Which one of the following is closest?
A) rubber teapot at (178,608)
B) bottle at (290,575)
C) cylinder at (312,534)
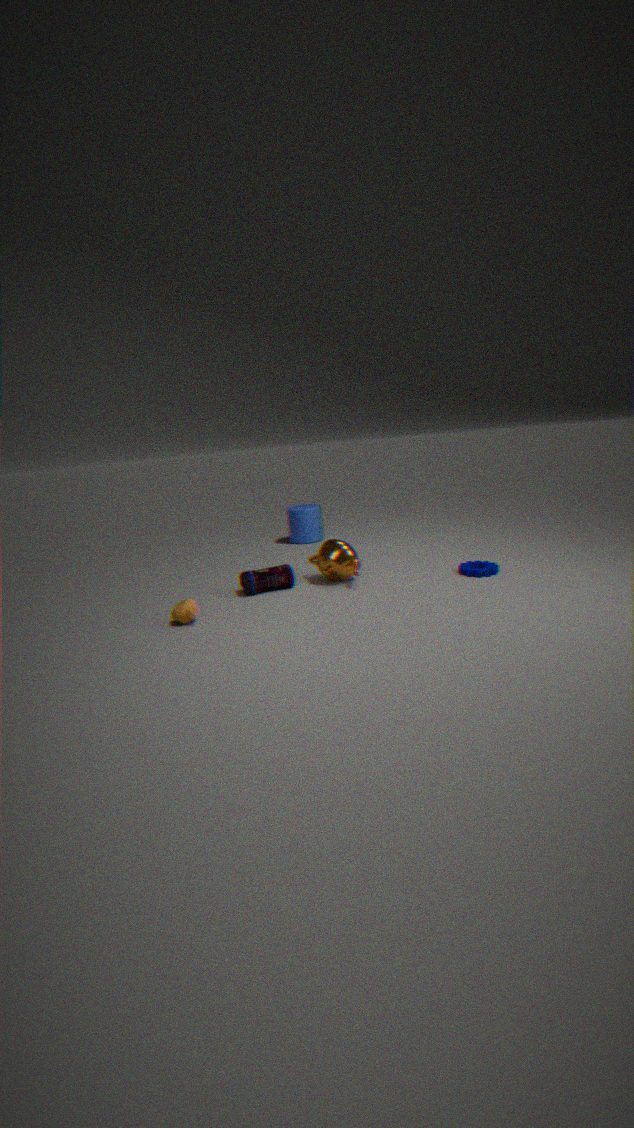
rubber teapot at (178,608)
